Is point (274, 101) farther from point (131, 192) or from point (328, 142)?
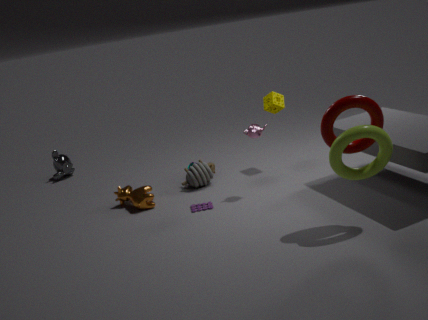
point (131, 192)
